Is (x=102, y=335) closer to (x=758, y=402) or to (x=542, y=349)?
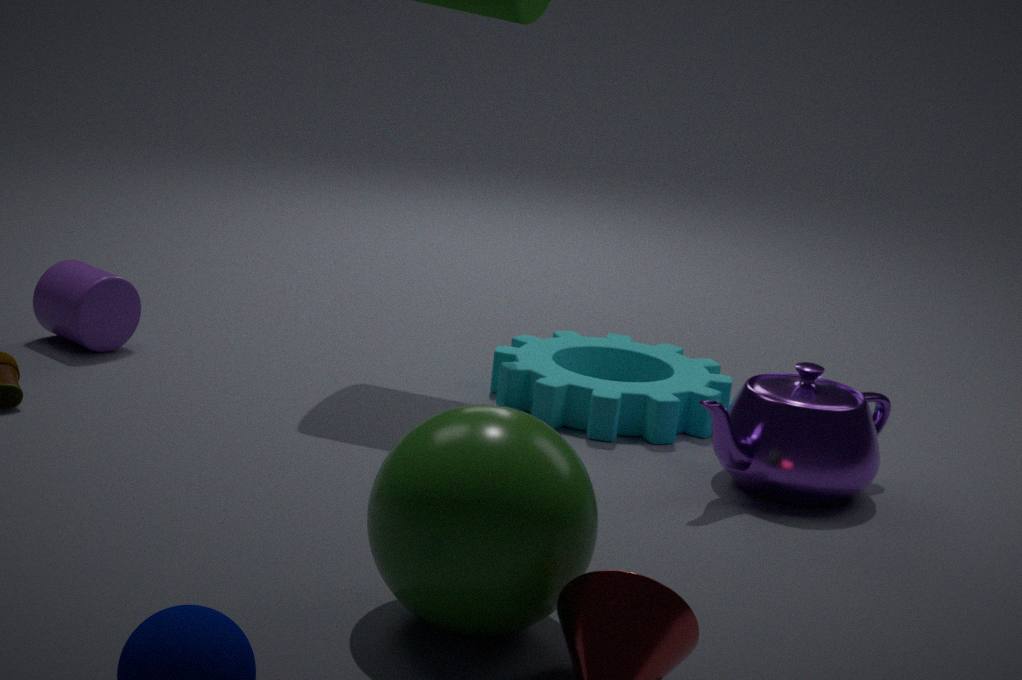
(x=542, y=349)
